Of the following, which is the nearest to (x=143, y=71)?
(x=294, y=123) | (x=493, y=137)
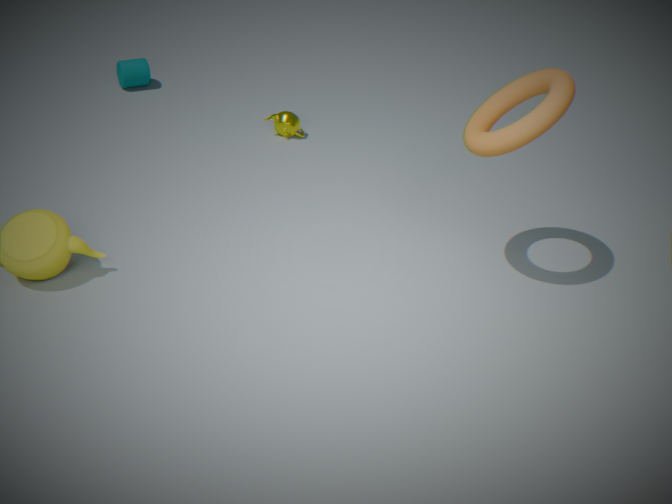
(x=294, y=123)
